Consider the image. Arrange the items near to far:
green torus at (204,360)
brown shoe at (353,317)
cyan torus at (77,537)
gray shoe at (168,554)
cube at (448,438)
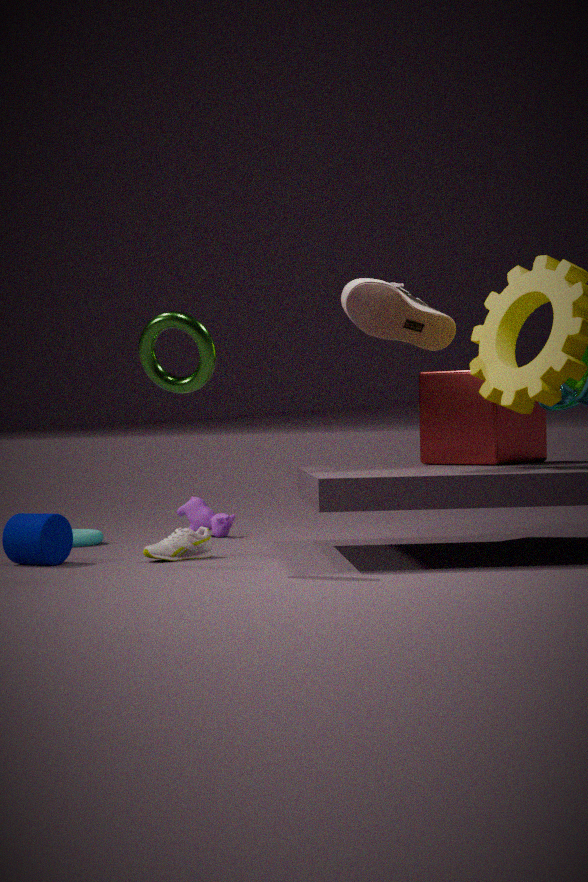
1. green torus at (204,360)
2. brown shoe at (353,317)
3. gray shoe at (168,554)
4. cube at (448,438)
5. cyan torus at (77,537)
